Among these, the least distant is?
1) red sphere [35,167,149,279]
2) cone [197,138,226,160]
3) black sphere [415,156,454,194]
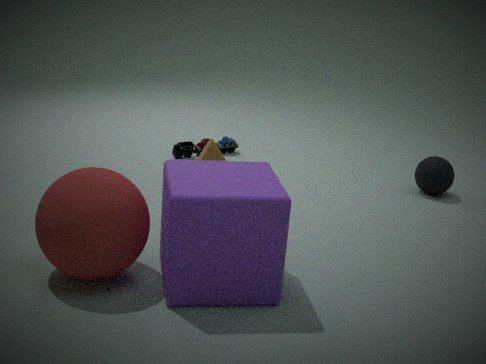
1. red sphere [35,167,149,279]
